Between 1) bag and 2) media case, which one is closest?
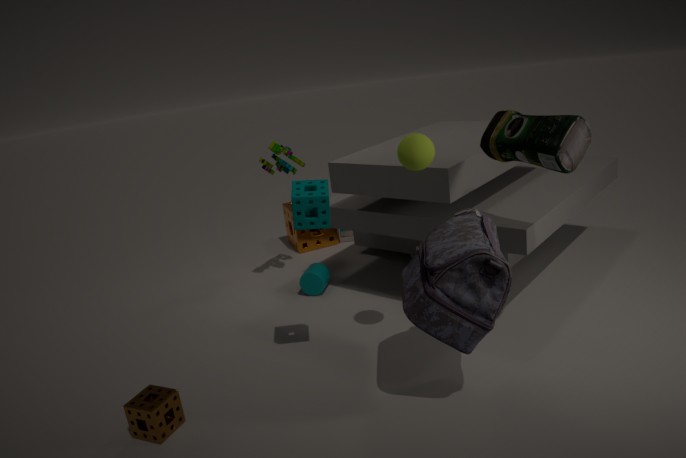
1. bag
